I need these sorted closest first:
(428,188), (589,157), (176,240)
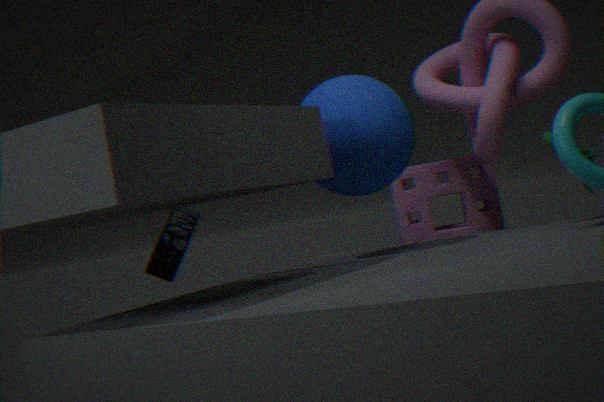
1. (589,157)
2. (428,188)
3. (176,240)
